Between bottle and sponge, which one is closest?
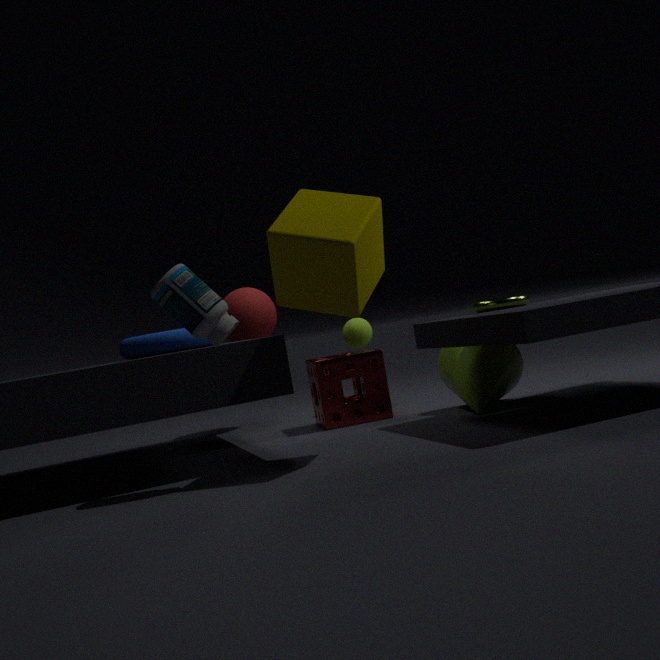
bottle
